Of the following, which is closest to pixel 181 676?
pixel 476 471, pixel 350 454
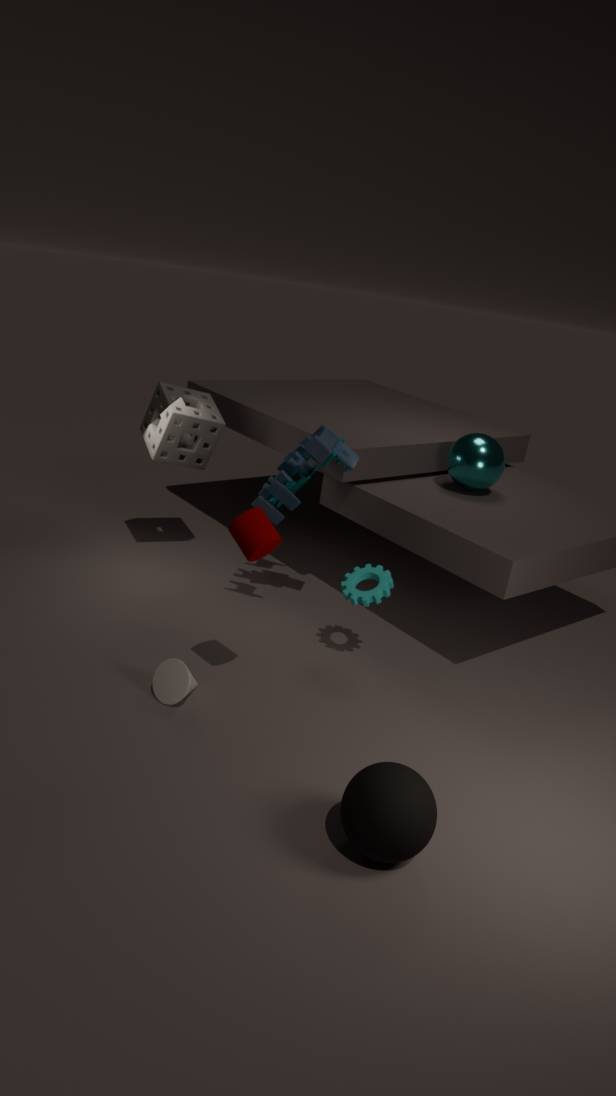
pixel 350 454
